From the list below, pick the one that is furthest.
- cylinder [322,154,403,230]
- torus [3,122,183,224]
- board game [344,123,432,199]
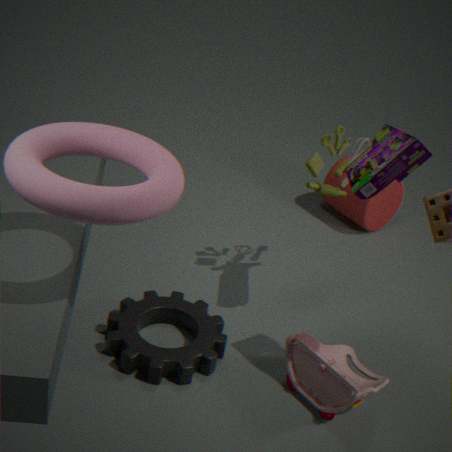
cylinder [322,154,403,230]
